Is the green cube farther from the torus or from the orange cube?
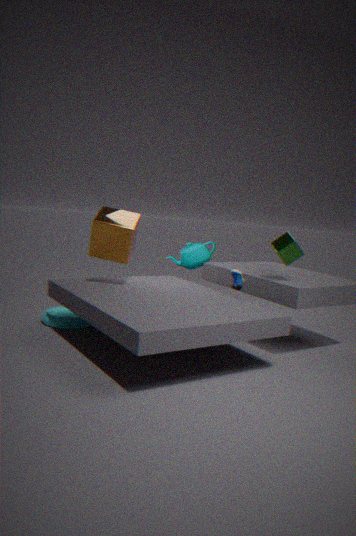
the torus
